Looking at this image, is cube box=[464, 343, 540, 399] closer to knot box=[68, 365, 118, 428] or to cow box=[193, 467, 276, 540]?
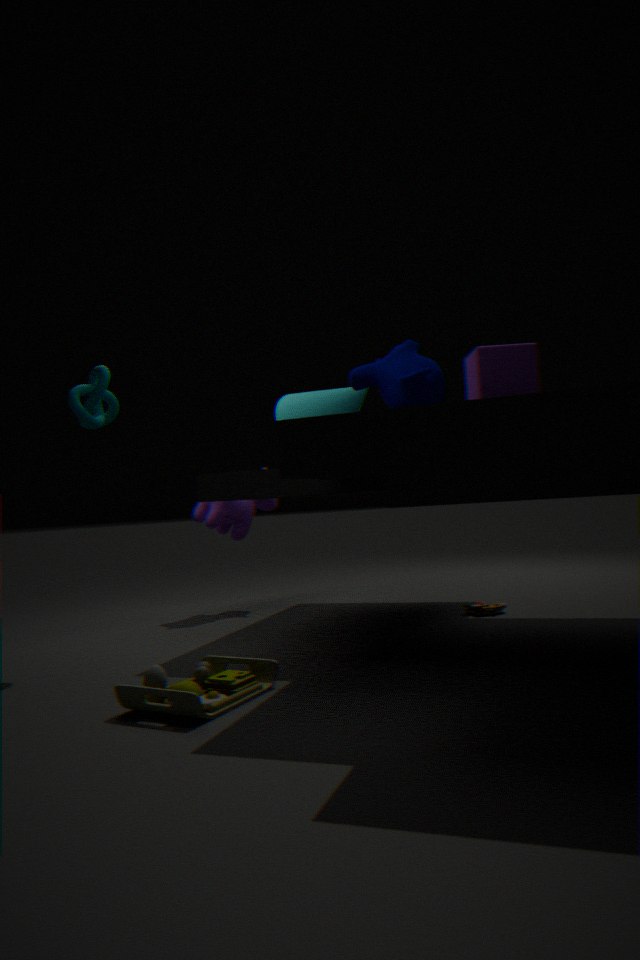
knot box=[68, 365, 118, 428]
